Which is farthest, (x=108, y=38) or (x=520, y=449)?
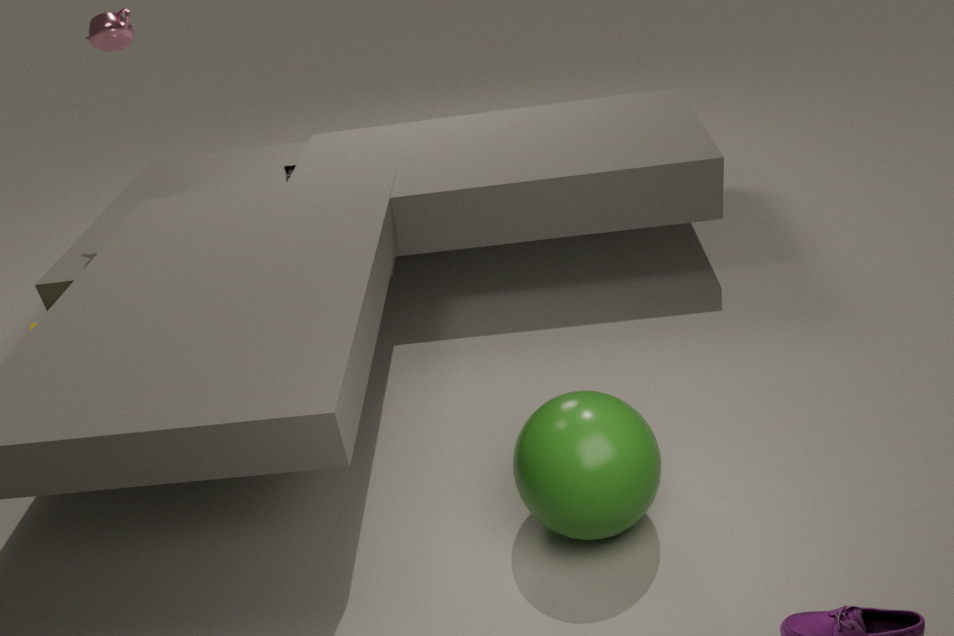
(x=108, y=38)
